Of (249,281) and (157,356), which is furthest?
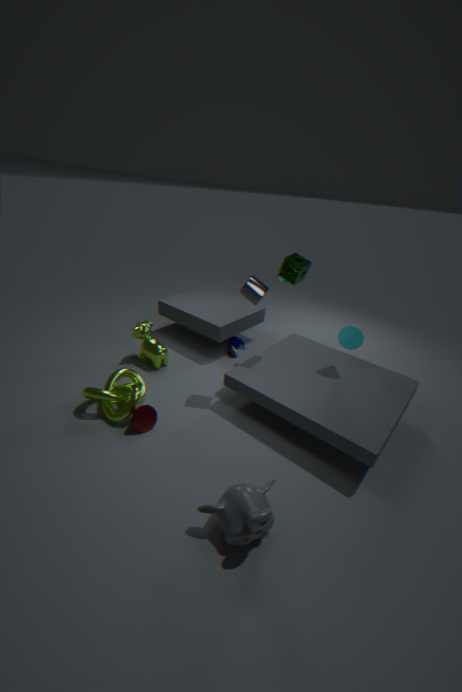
(157,356)
